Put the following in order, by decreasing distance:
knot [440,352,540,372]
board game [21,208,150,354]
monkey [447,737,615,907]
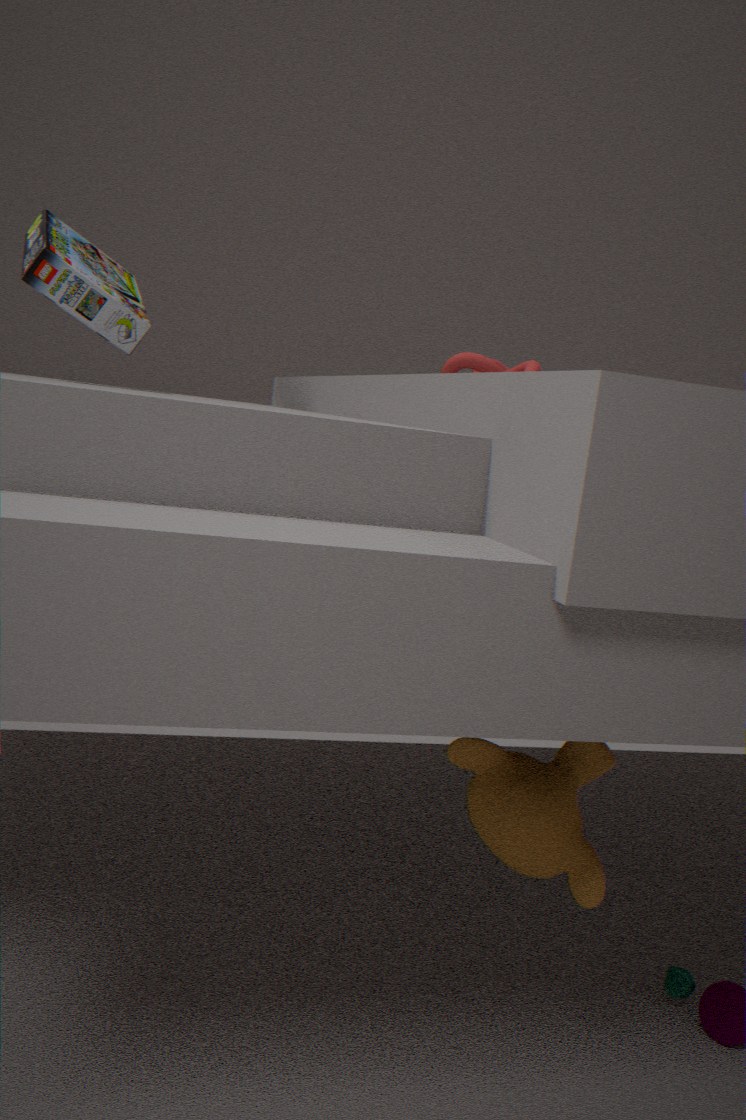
knot [440,352,540,372] → board game [21,208,150,354] → monkey [447,737,615,907]
